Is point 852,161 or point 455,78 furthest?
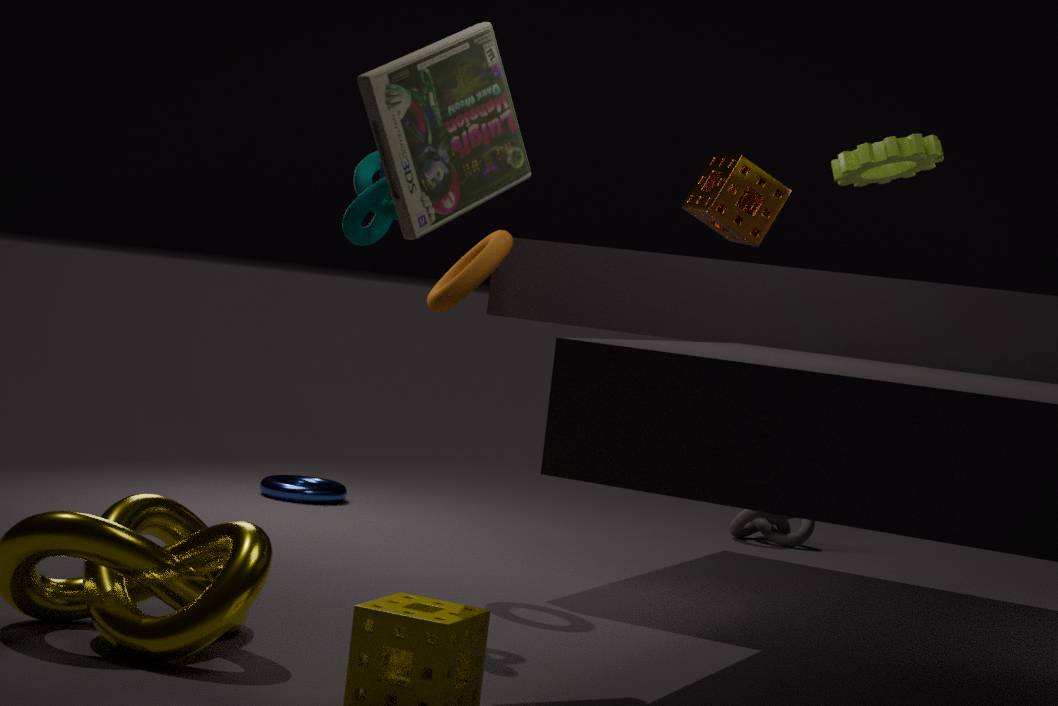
point 852,161
